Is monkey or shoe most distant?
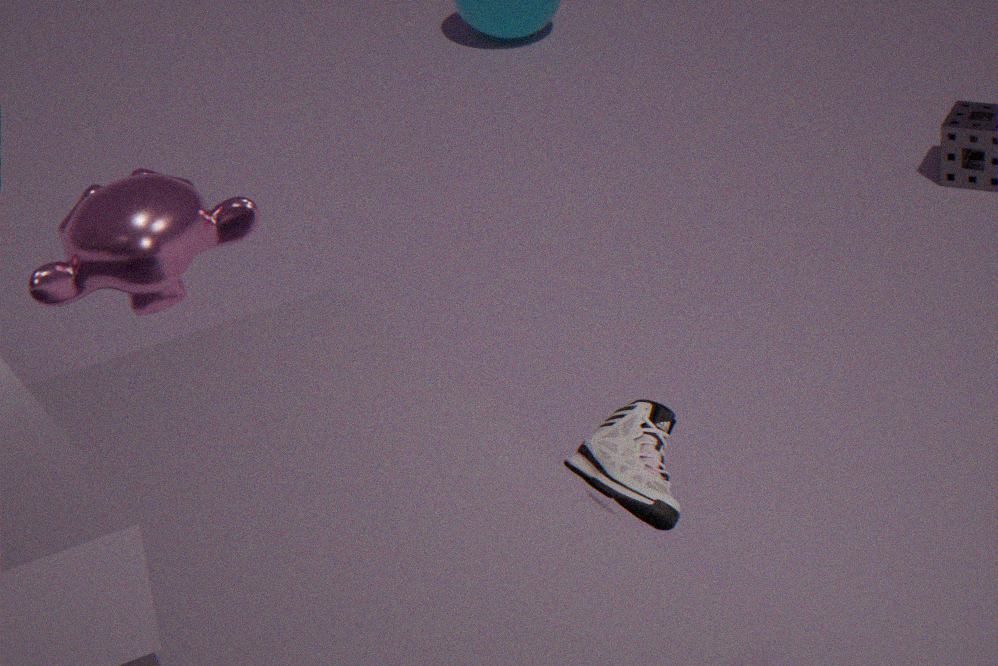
monkey
